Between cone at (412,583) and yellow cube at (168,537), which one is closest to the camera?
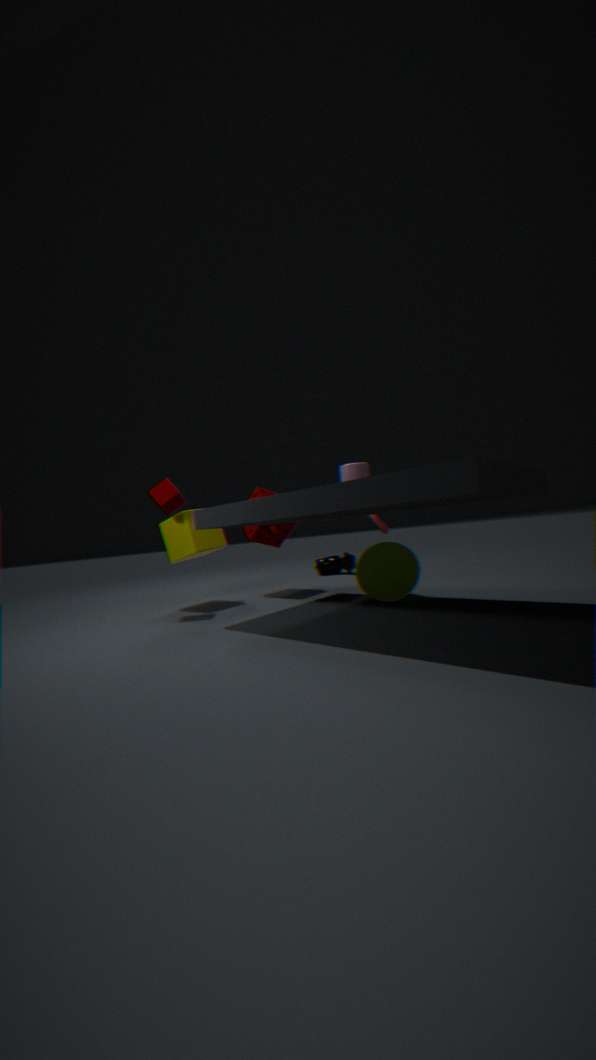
cone at (412,583)
